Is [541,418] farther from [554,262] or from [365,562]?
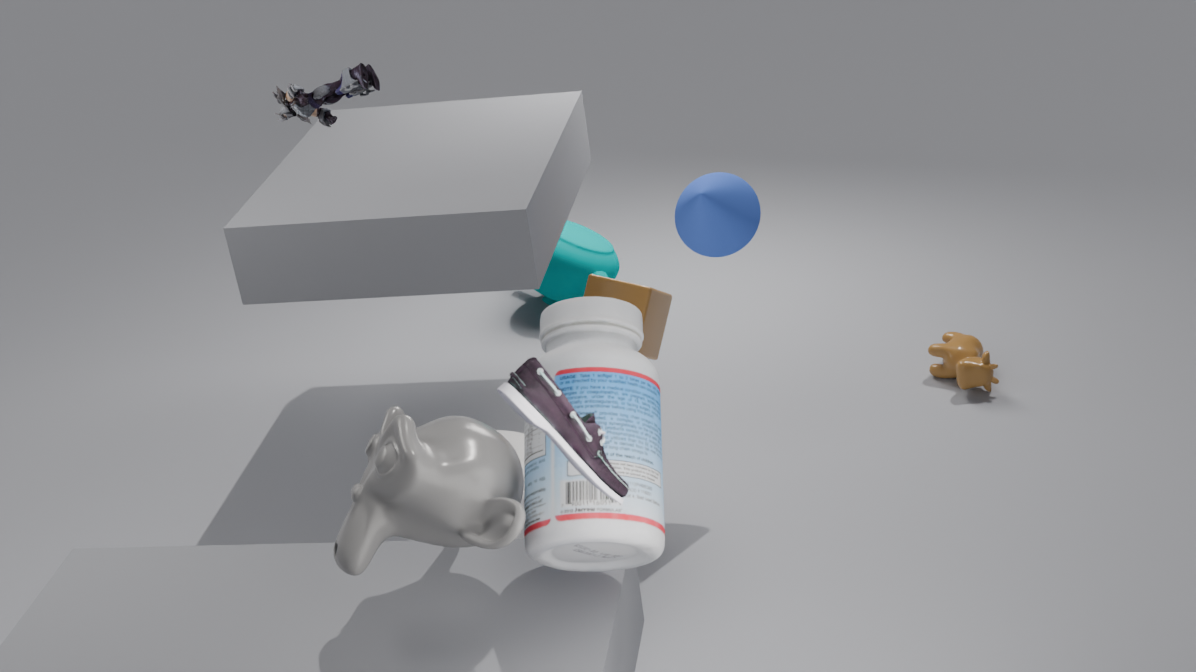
[554,262]
